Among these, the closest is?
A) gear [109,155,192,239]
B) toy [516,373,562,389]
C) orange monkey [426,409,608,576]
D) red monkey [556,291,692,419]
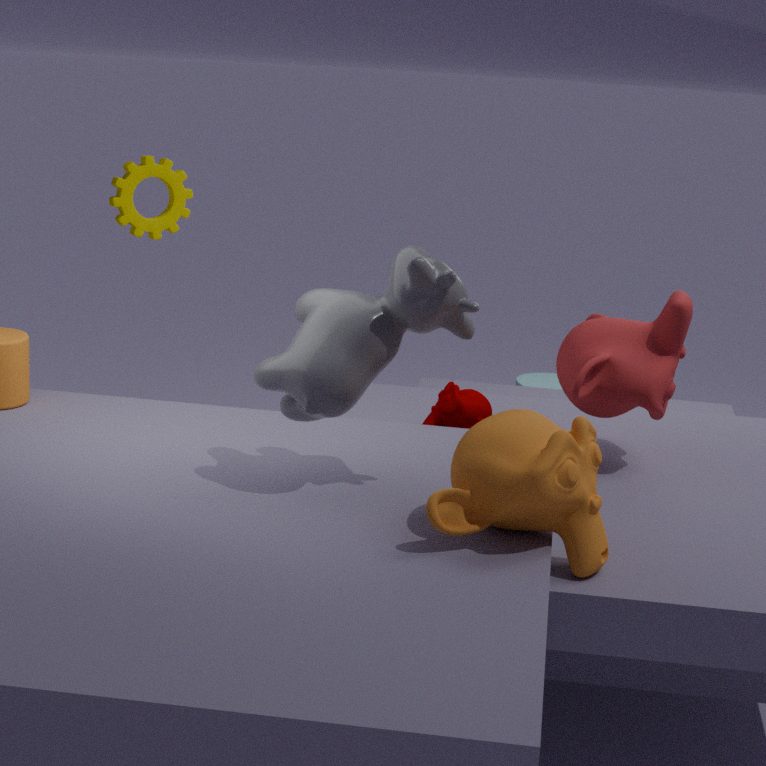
C. orange monkey [426,409,608,576]
